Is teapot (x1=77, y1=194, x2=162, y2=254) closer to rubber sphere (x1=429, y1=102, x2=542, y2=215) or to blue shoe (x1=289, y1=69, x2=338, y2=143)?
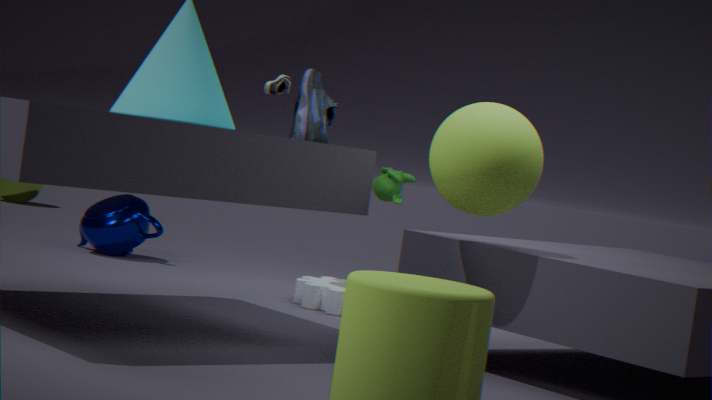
blue shoe (x1=289, y1=69, x2=338, y2=143)
